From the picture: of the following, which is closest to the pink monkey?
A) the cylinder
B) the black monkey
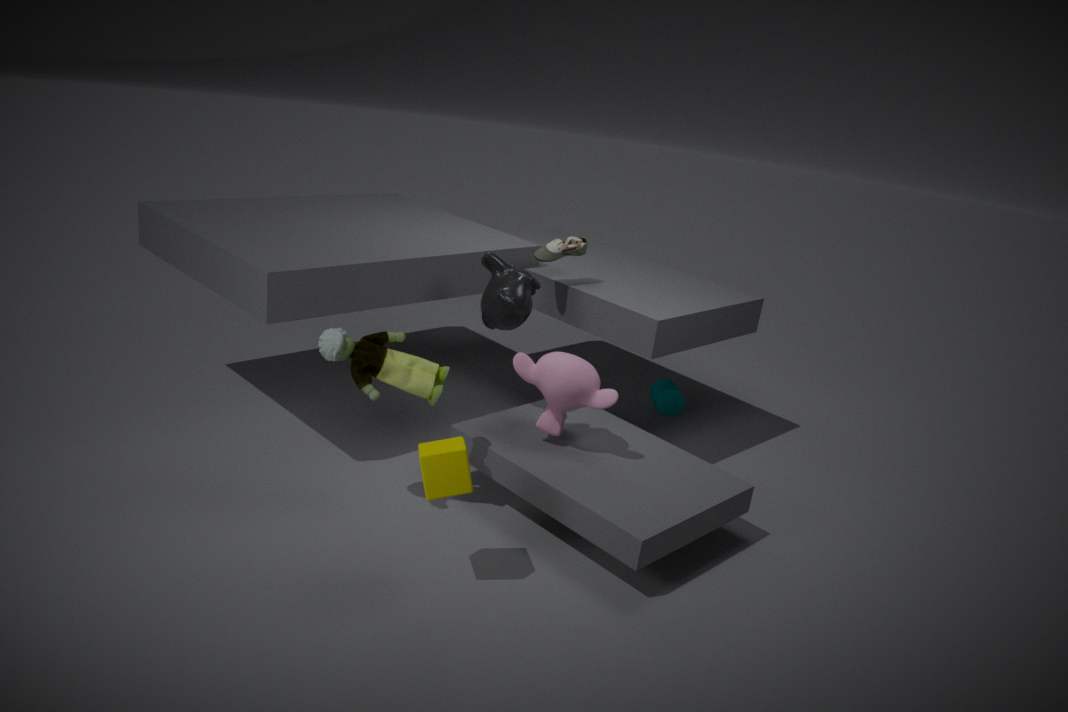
the black monkey
